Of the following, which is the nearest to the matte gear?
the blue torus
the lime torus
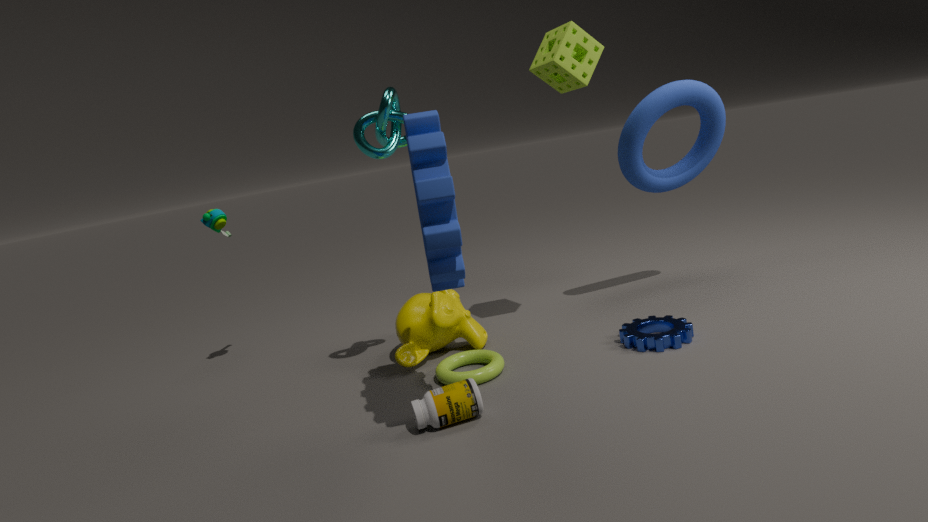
the lime torus
